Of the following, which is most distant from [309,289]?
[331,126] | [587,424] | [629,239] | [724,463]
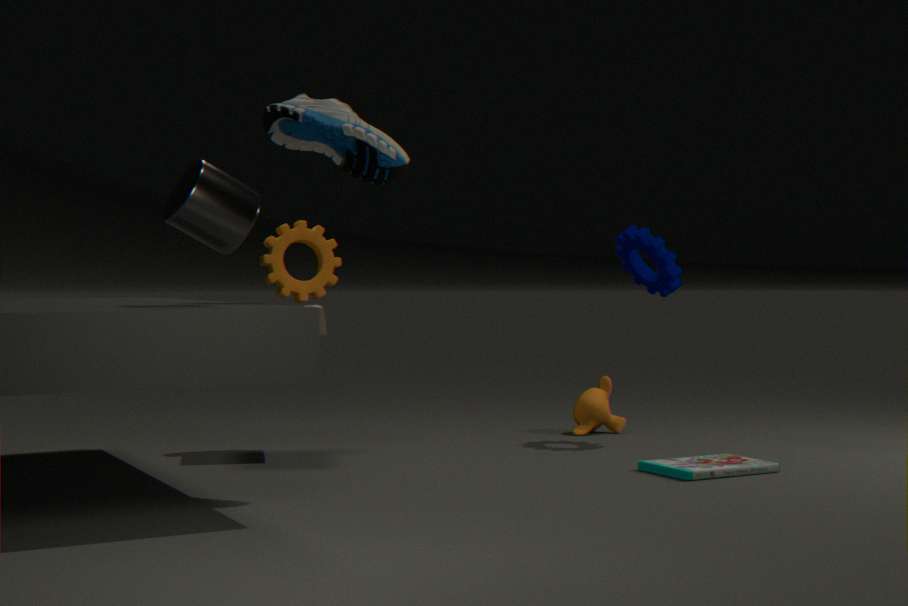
[724,463]
